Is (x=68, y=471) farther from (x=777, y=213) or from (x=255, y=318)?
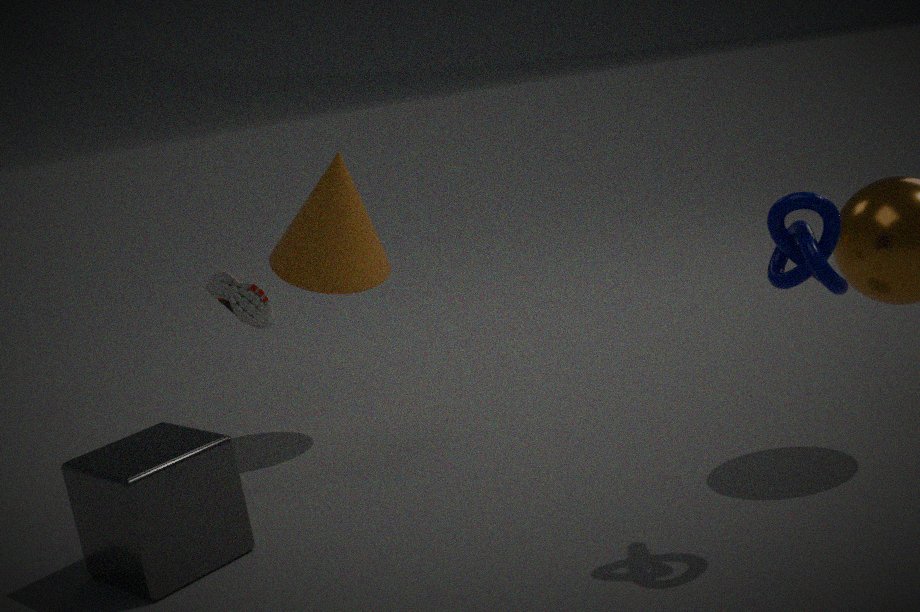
(x=777, y=213)
